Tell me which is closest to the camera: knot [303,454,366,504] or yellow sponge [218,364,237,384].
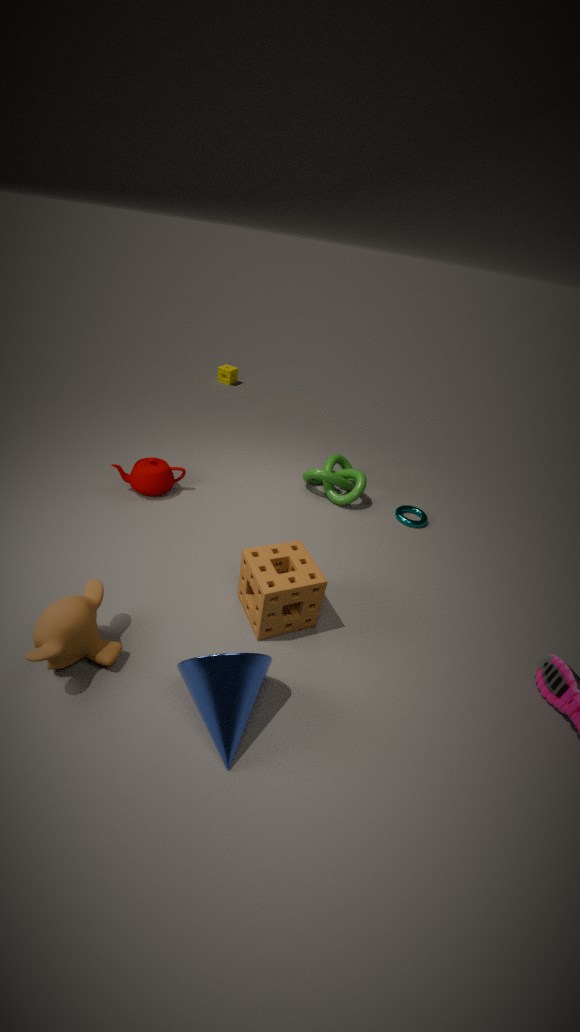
knot [303,454,366,504]
